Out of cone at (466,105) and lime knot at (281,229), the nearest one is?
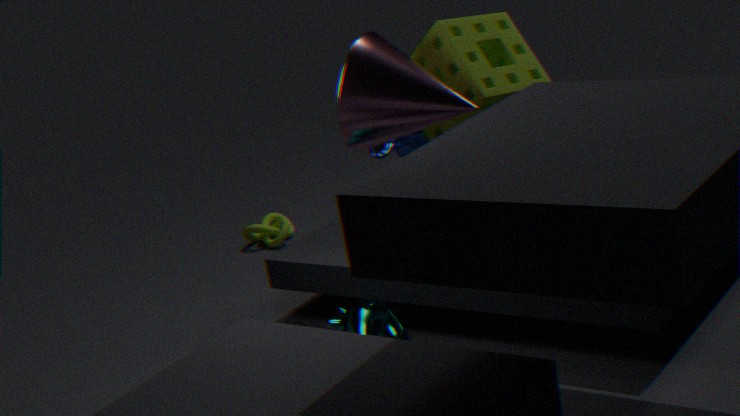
cone at (466,105)
